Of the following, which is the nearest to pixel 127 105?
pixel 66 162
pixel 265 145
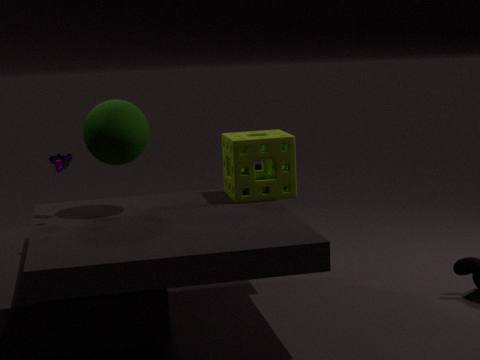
pixel 66 162
